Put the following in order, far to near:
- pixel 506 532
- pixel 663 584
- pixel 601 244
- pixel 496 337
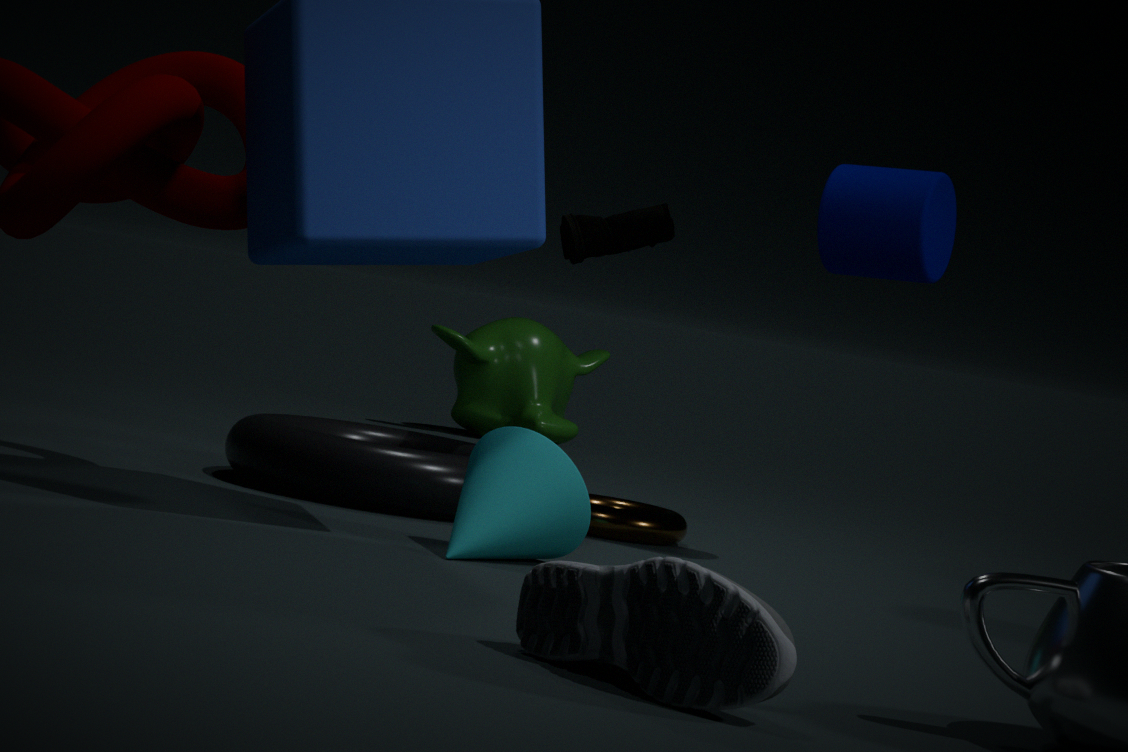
pixel 496 337 < pixel 601 244 < pixel 506 532 < pixel 663 584
